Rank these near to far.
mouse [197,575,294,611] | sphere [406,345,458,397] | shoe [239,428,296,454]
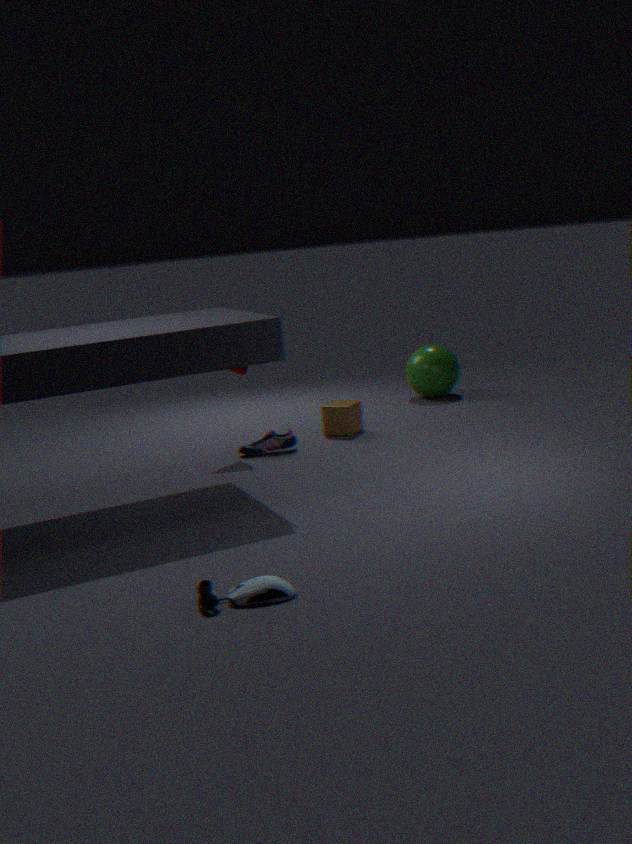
mouse [197,575,294,611] < shoe [239,428,296,454] < sphere [406,345,458,397]
